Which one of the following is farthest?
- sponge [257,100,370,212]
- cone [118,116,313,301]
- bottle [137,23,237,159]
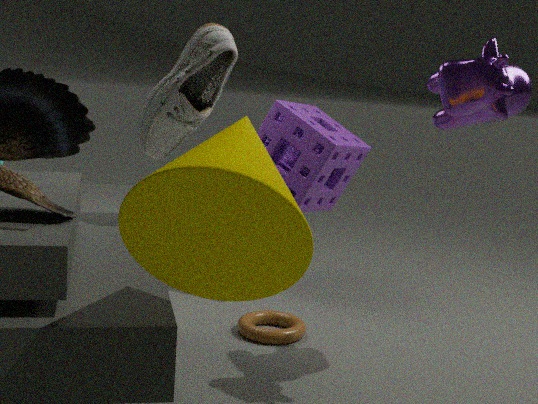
sponge [257,100,370,212]
